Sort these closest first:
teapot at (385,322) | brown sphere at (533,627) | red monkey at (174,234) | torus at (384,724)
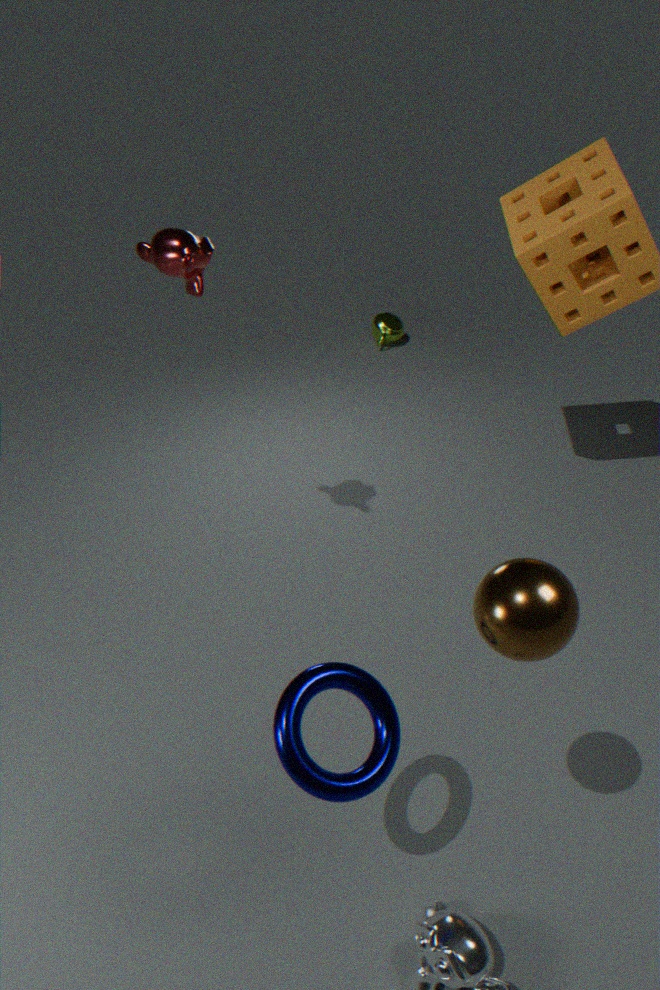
brown sphere at (533,627) → torus at (384,724) → red monkey at (174,234) → teapot at (385,322)
